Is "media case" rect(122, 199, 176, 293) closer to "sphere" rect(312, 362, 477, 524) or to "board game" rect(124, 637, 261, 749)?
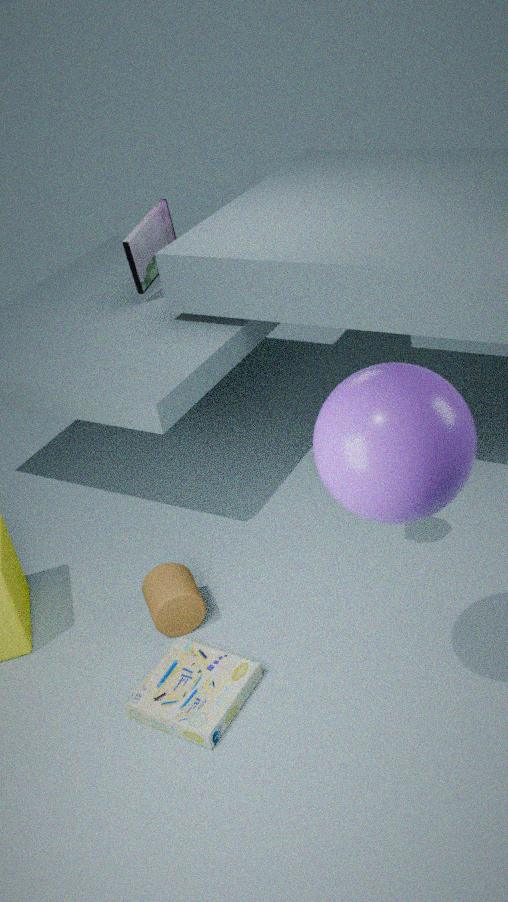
"board game" rect(124, 637, 261, 749)
